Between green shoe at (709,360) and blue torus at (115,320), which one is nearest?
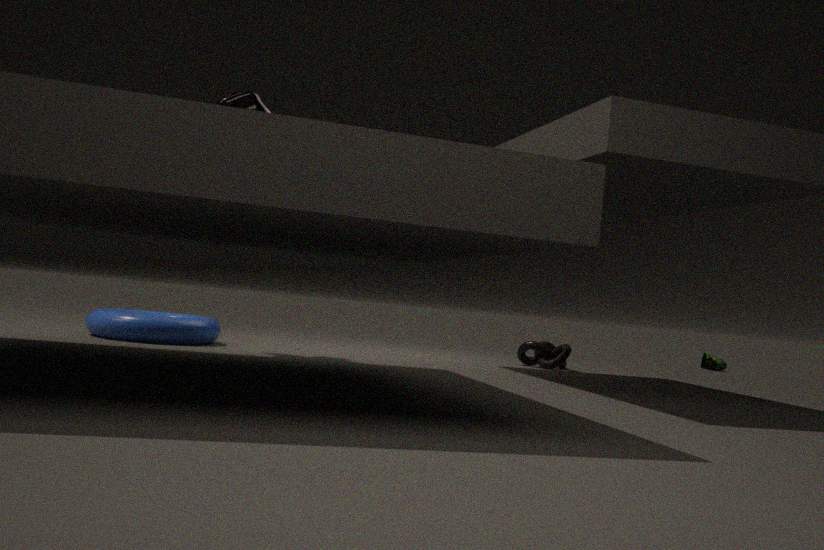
blue torus at (115,320)
